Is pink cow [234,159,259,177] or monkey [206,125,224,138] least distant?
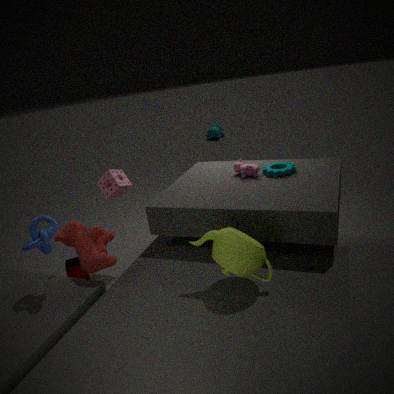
pink cow [234,159,259,177]
